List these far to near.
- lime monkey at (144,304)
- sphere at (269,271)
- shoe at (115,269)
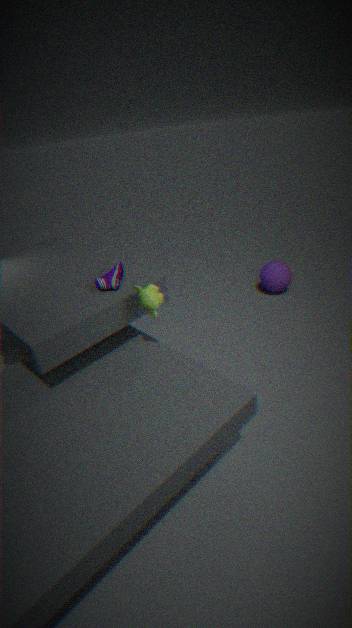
1. sphere at (269,271)
2. shoe at (115,269)
3. lime monkey at (144,304)
